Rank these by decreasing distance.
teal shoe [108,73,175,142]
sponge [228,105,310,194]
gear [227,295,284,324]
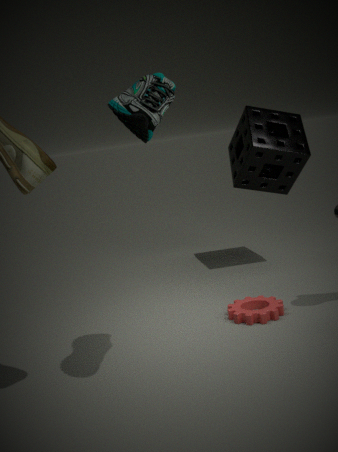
1. sponge [228,105,310,194]
2. gear [227,295,284,324]
3. teal shoe [108,73,175,142]
